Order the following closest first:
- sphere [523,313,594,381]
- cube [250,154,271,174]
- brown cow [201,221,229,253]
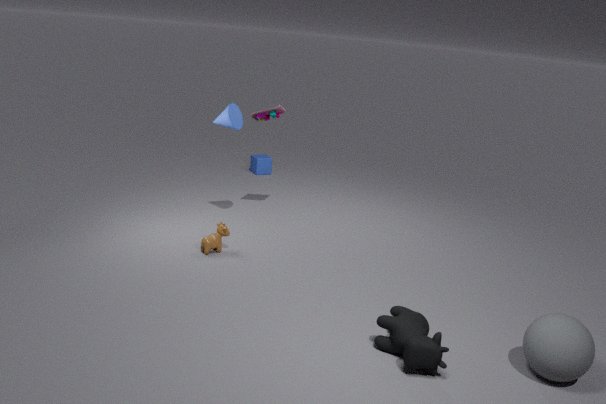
1. sphere [523,313,594,381]
2. brown cow [201,221,229,253]
3. cube [250,154,271,174]
